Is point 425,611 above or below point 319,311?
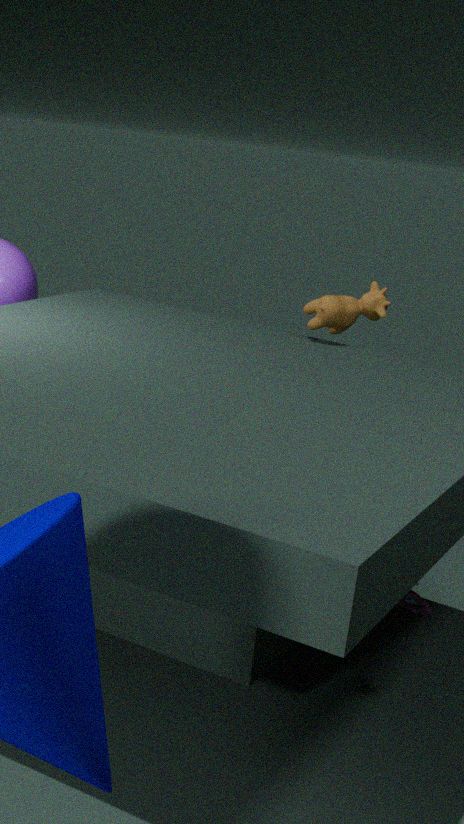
below
